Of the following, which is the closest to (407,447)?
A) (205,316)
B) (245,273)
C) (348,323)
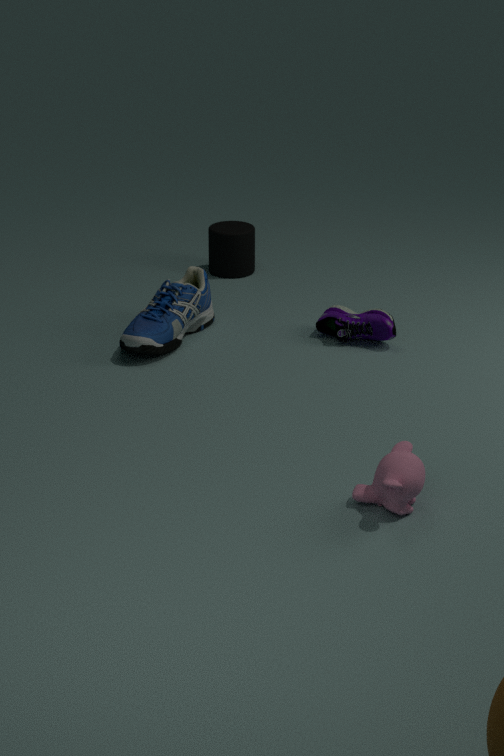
(348,323)
